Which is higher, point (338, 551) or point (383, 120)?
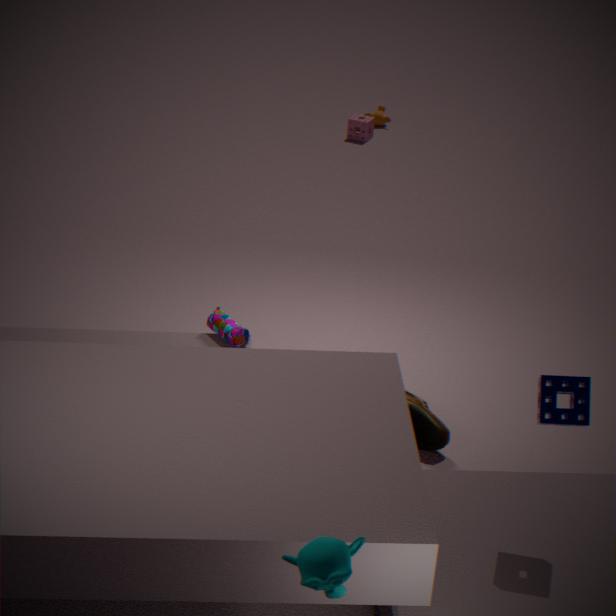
point (338, 551)
